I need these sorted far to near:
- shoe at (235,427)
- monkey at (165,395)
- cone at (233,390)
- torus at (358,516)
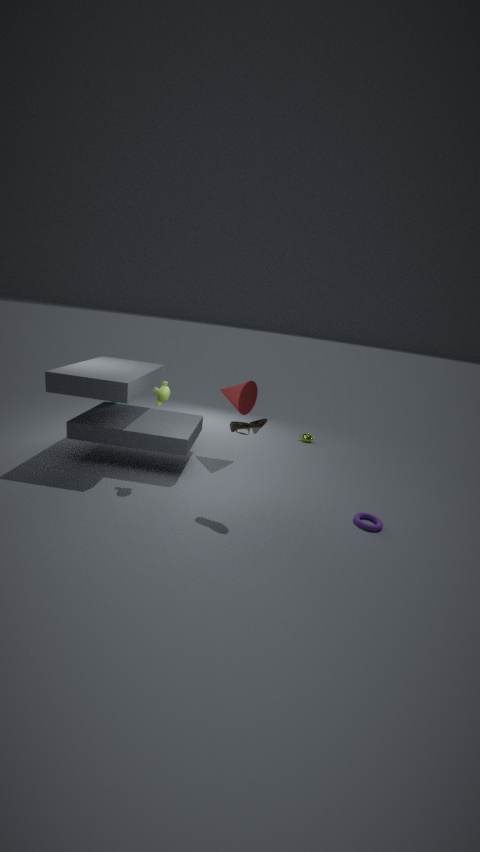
cone at (233,390) → monkey at (165,395) → torus at (358,516) → shoe at (235,427)
